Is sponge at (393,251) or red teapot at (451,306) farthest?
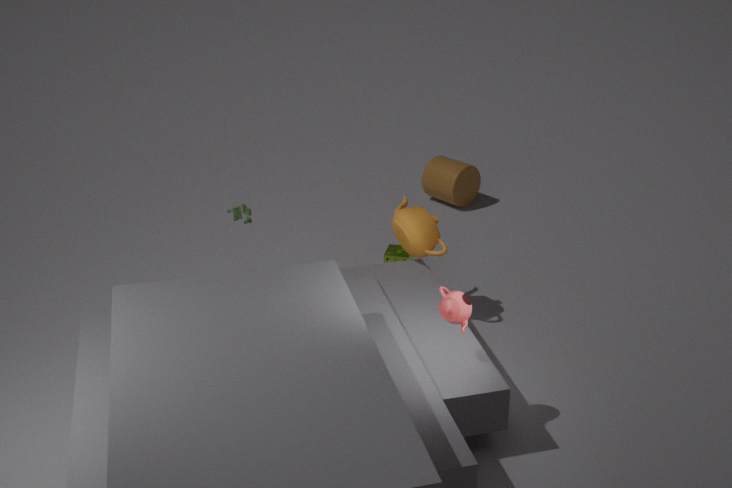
sponge at (393,251)
